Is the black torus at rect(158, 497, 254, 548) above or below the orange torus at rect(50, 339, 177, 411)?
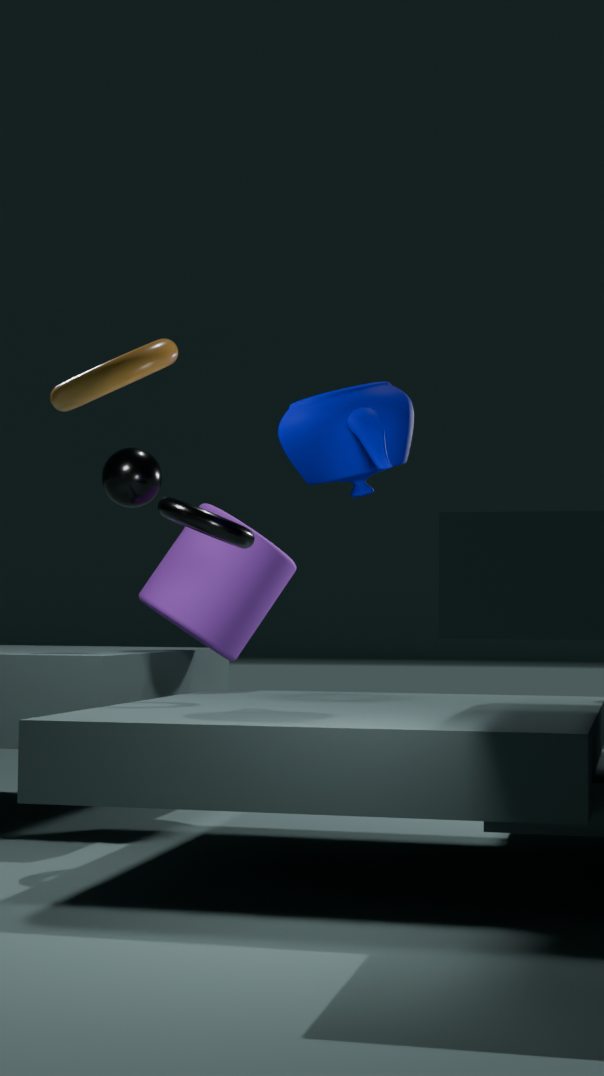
below
